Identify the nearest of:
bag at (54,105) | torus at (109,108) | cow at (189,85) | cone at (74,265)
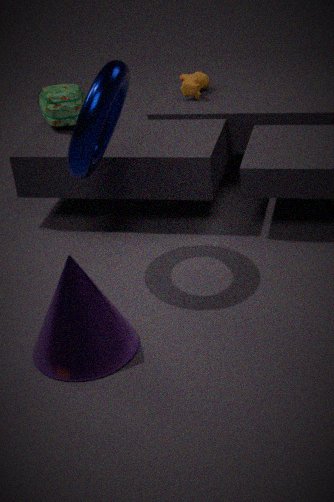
cone at (74,265)
